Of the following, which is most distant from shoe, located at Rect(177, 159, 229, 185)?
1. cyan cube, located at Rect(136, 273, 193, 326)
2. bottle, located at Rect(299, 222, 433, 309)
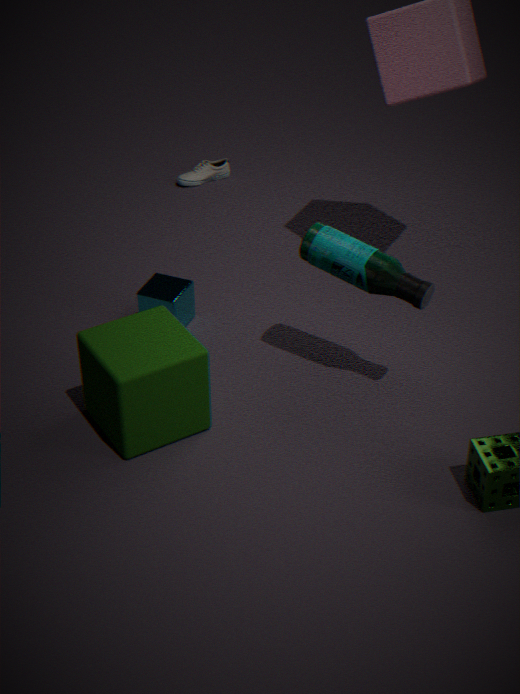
bottle, located at Rect(299, 222, 433, 309)
